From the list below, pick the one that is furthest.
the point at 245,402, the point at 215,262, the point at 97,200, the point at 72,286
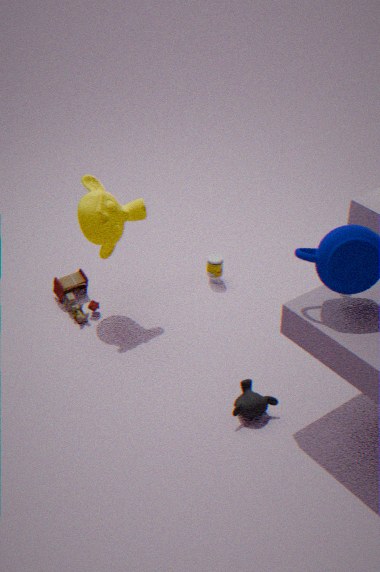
the point at 215,262
